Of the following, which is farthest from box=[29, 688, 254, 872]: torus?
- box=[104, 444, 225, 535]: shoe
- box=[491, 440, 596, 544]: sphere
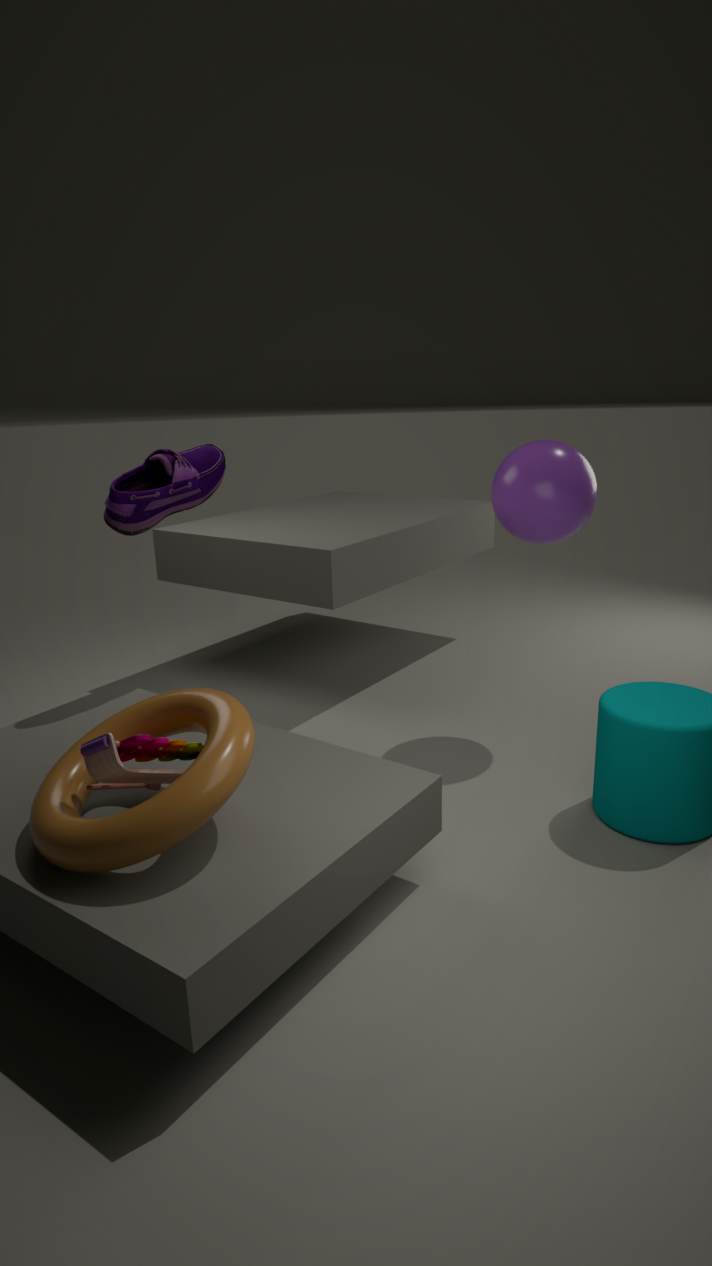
box=[491, 440, 596, 544]: sphere
